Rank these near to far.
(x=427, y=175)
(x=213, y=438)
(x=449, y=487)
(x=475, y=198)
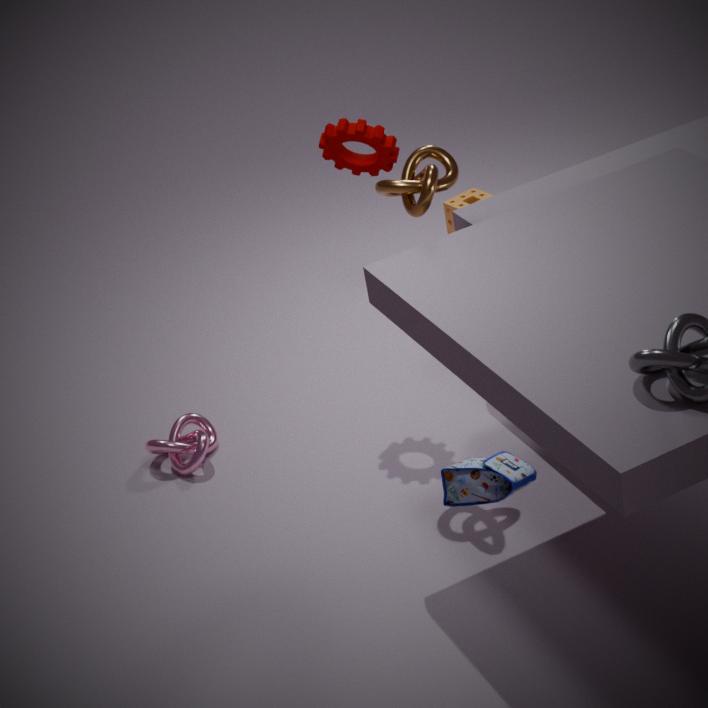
(x=449, y=487) < (x=427, y=175) < (x=213, y=438) < (x=475, y=198)
